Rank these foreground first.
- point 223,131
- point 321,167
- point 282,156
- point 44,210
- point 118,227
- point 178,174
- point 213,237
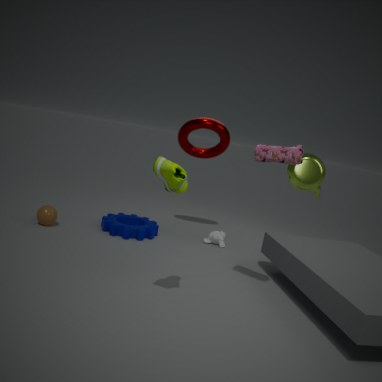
1. point 178,174
2. point 282,156
3. point 321,167
4. point 44,210
5. point 118,227
6. point 213,237
7. point 223,131
